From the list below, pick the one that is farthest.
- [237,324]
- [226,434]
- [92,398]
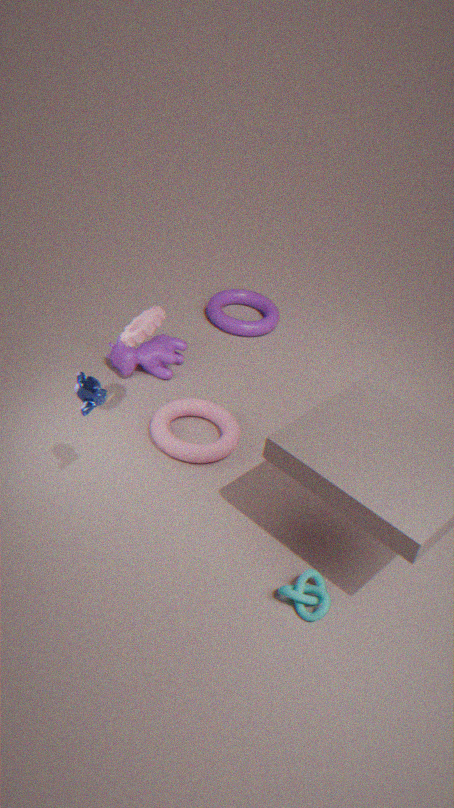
[237,324]
